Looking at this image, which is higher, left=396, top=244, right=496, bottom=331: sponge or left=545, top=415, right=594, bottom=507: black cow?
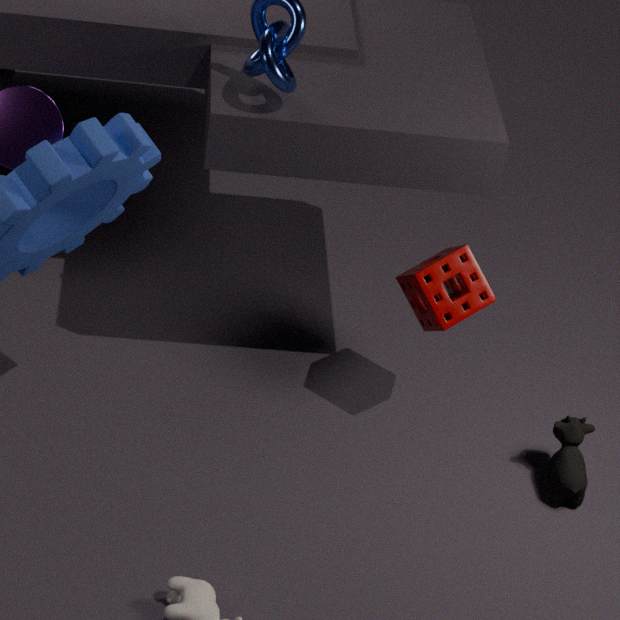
left=396, top=244, right=496, bottom=331: sponge
